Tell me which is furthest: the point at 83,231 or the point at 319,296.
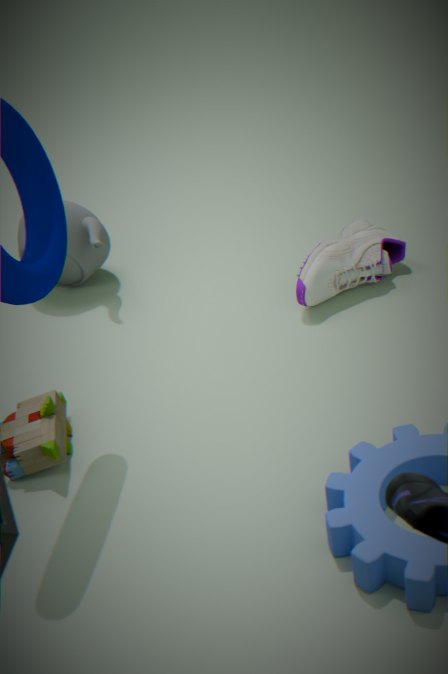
the point at 83,231
